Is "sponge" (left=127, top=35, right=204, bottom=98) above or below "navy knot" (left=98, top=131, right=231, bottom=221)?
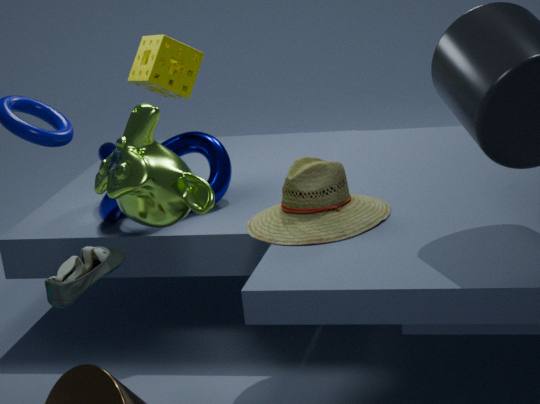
above
